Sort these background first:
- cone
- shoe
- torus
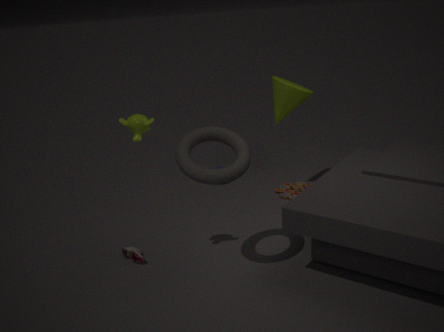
cone
shoe
torus
